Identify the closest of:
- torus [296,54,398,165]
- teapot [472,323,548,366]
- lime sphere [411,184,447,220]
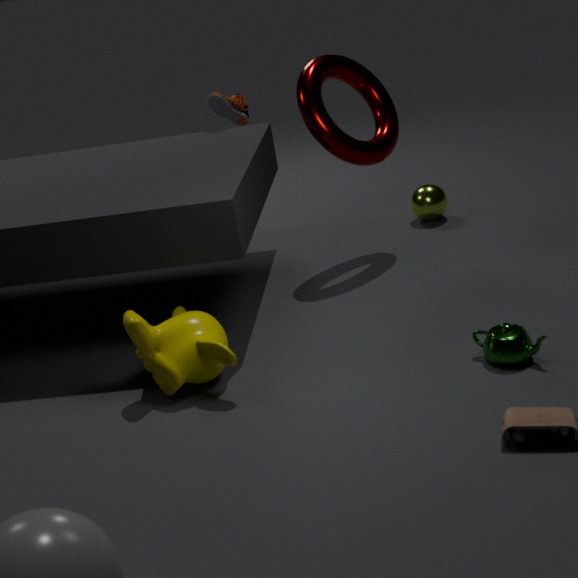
teapot [472,323,548,366]
